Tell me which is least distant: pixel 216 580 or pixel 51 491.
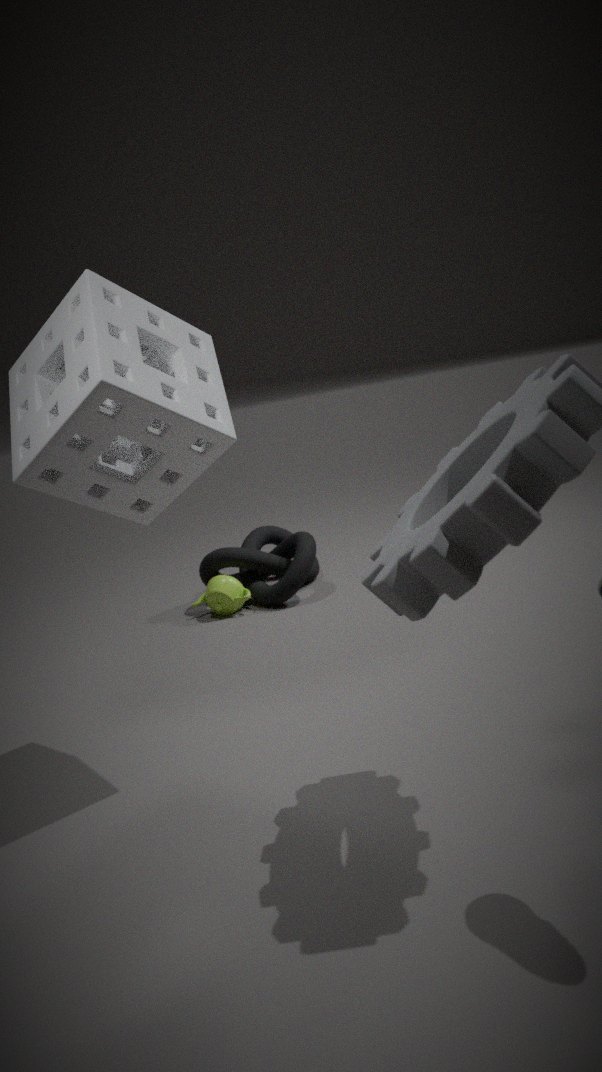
pixel 51 491
